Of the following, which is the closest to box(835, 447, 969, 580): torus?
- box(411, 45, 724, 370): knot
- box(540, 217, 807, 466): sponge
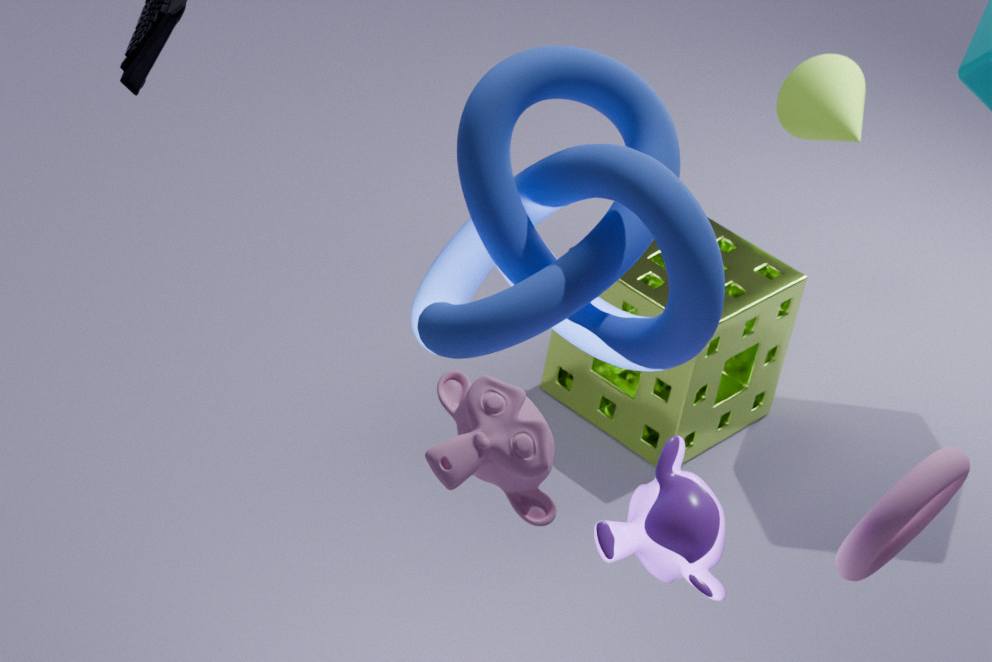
box(411, 45, 724, 370): knot
